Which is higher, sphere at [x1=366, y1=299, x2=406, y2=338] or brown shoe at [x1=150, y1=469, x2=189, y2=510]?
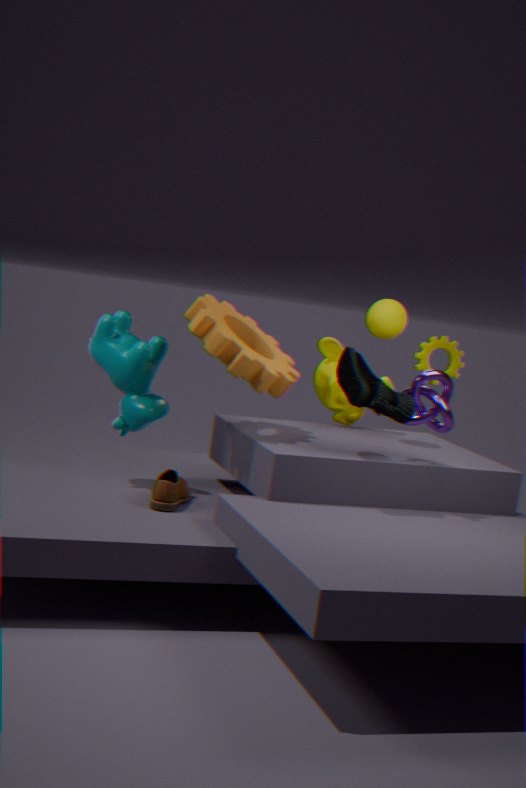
sphere at [x1=366, y1=299, x2=406, y2=338]
